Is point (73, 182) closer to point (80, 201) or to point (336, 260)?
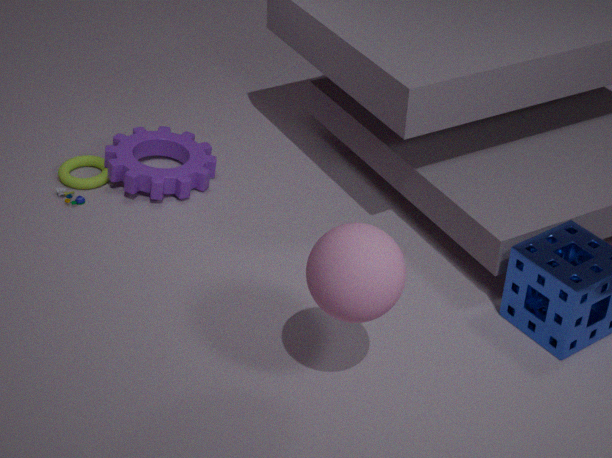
point (80, 201)
